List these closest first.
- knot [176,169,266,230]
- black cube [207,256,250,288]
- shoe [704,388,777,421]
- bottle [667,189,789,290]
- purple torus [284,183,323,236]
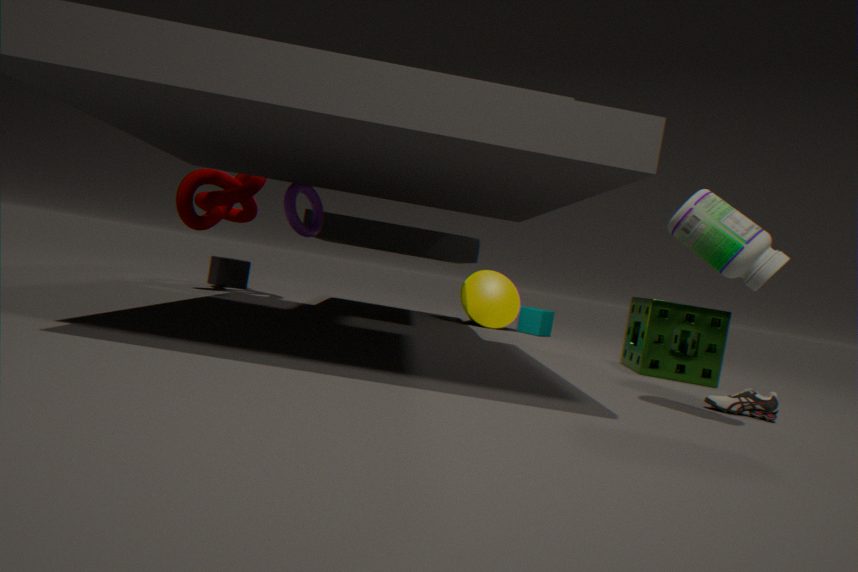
bottle [667,189,789,290] < shoe [704,388,777,421] < purple torus [284,183,323,236] < knot [176,169,266,230] < black cube [207,256,250,288]
